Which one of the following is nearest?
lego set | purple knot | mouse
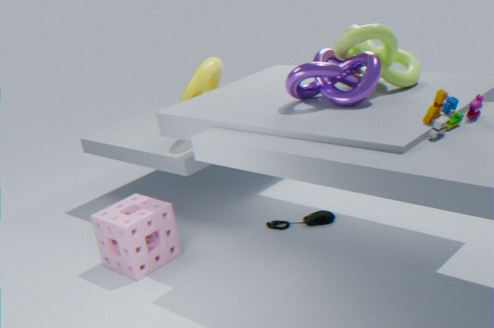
lego set
